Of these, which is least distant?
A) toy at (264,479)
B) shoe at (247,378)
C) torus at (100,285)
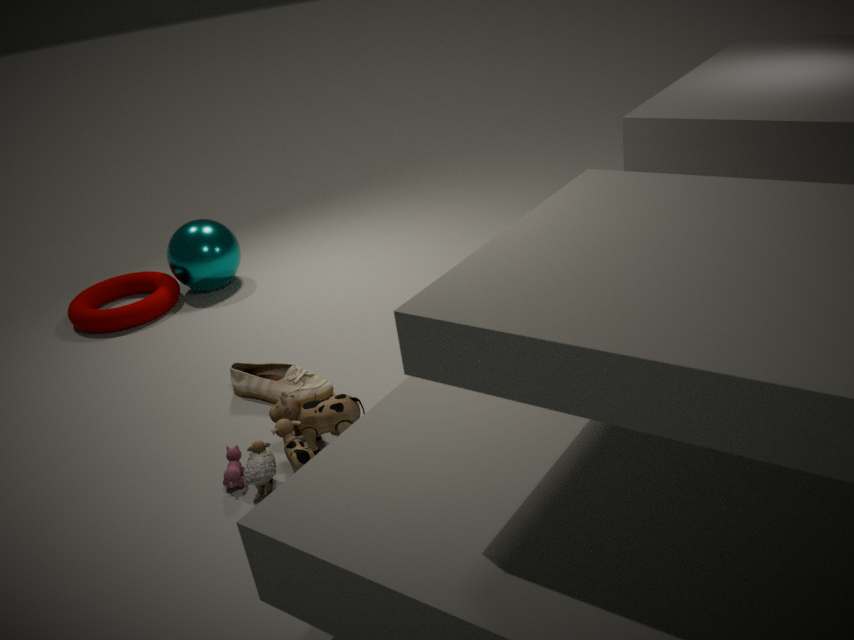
A. toy at (264,479)
